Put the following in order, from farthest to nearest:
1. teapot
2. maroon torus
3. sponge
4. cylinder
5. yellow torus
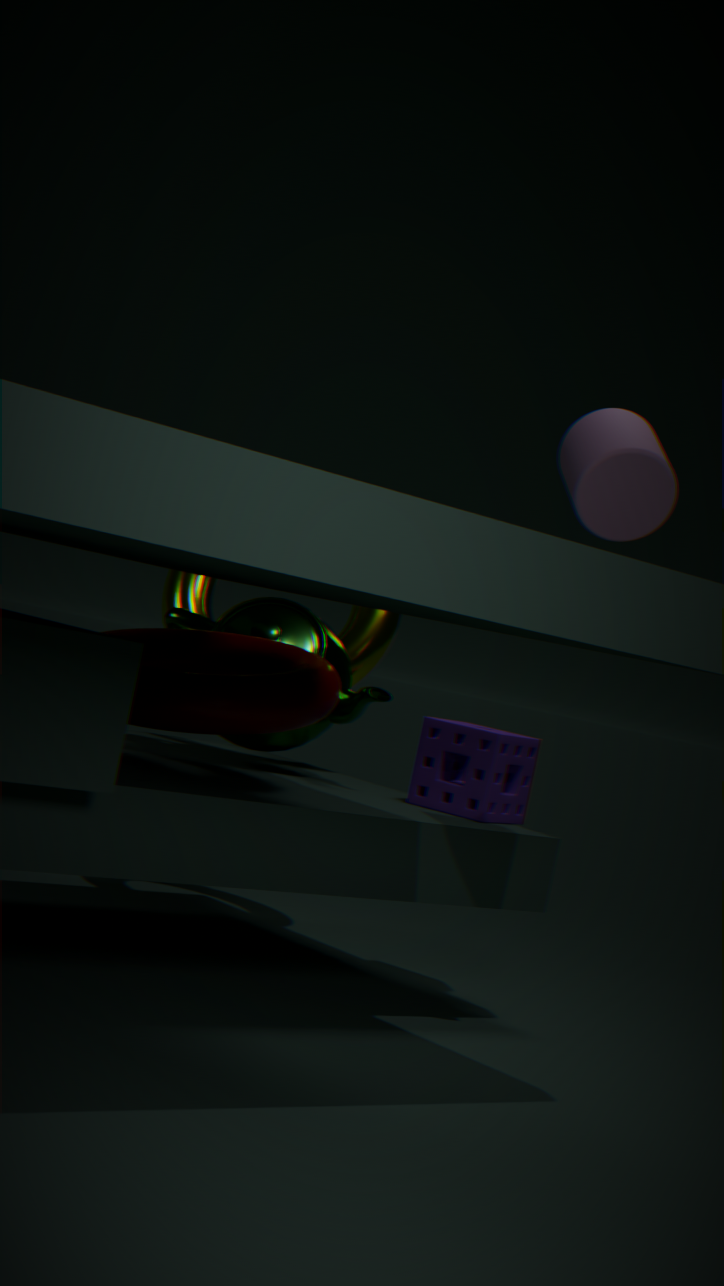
yellow torus < teapot < sponge < maroon torus < cylinder
